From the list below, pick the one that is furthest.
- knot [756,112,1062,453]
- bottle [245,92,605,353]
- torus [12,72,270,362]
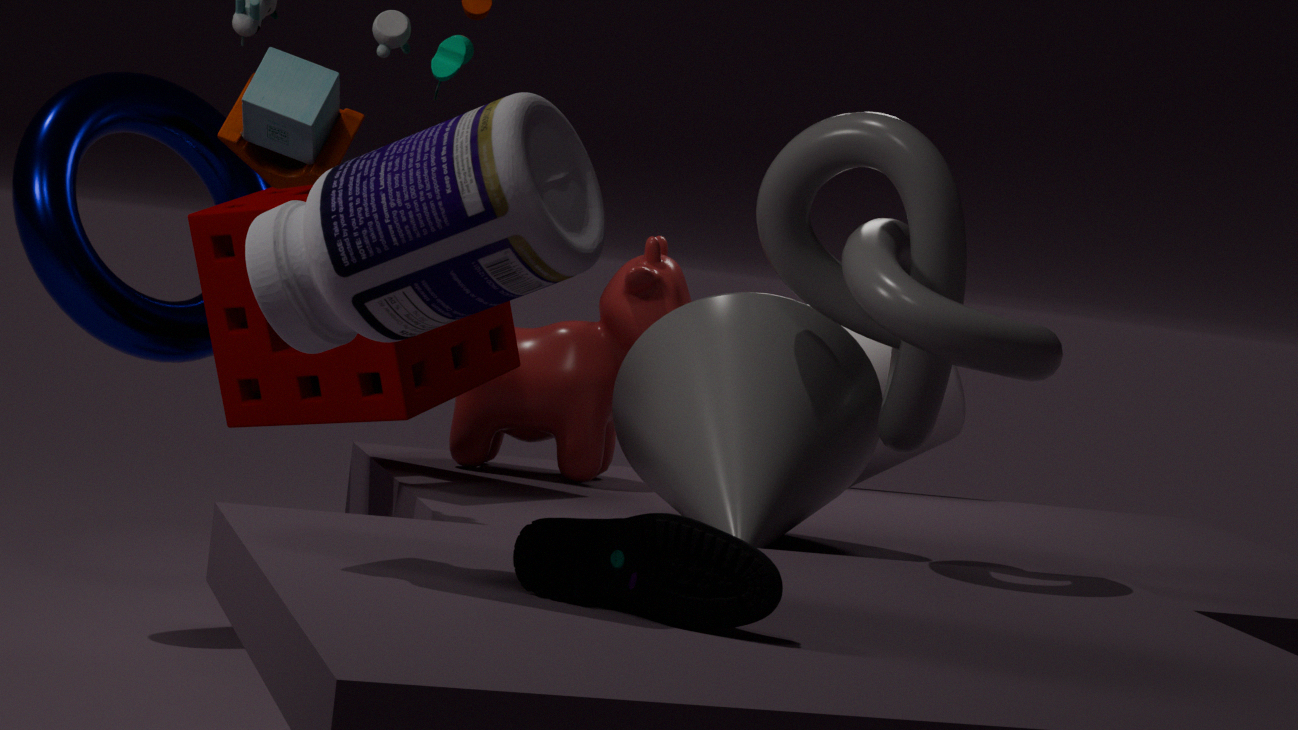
torus [12,72,270,362]
